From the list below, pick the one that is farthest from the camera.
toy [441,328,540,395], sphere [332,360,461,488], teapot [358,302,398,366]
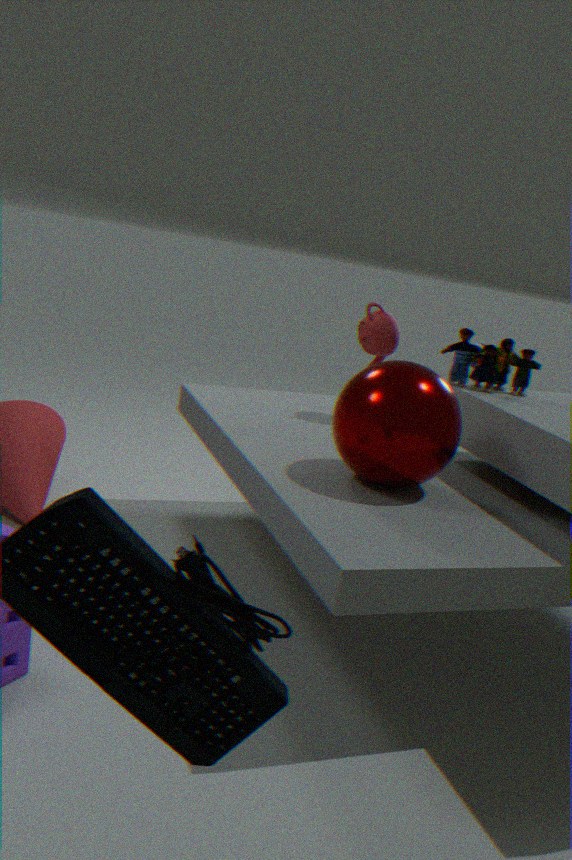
teapot [358,302,398,366]
